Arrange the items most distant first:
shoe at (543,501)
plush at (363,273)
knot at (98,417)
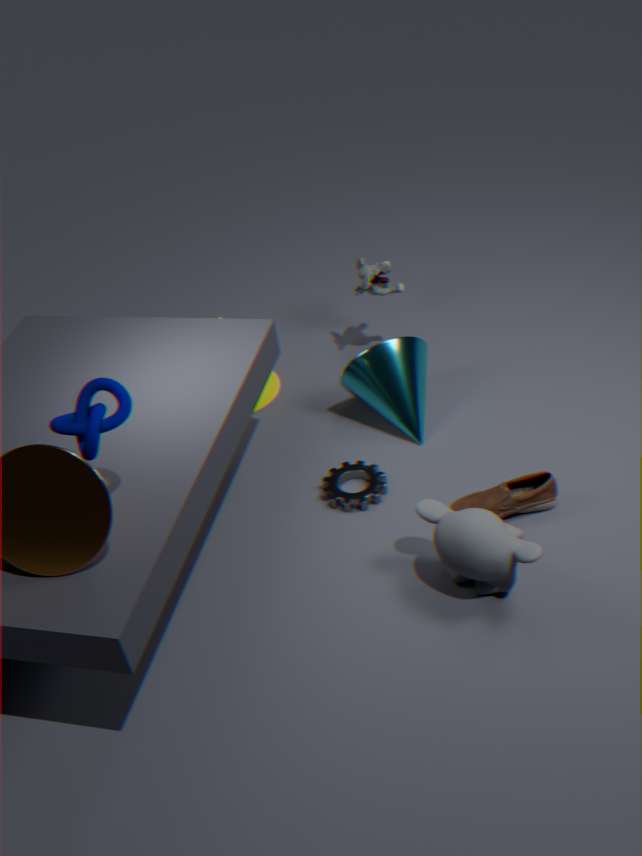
1. plush at (363,273)
2. shoe at (543,501)
3. knot at (98,417)
